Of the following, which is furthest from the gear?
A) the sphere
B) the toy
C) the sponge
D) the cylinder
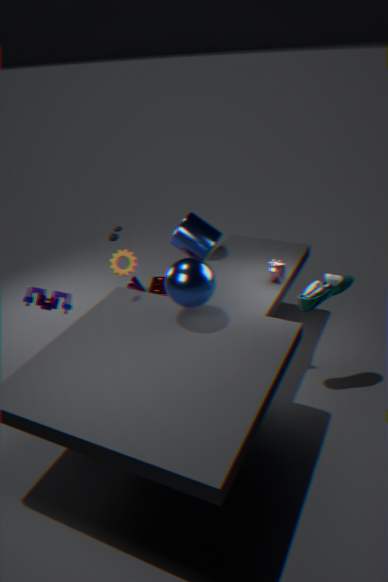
the sphere
